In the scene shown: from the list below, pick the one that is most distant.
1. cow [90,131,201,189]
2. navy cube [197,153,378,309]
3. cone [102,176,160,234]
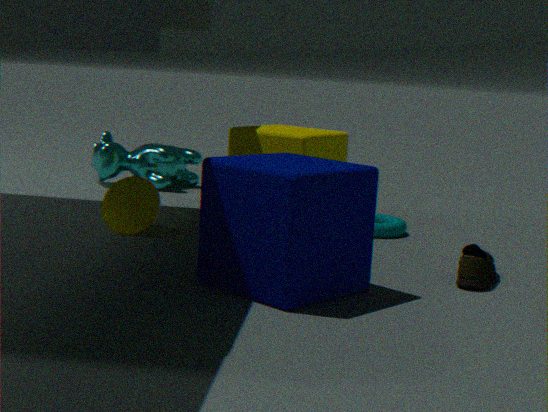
cow [90,131,201,189]
